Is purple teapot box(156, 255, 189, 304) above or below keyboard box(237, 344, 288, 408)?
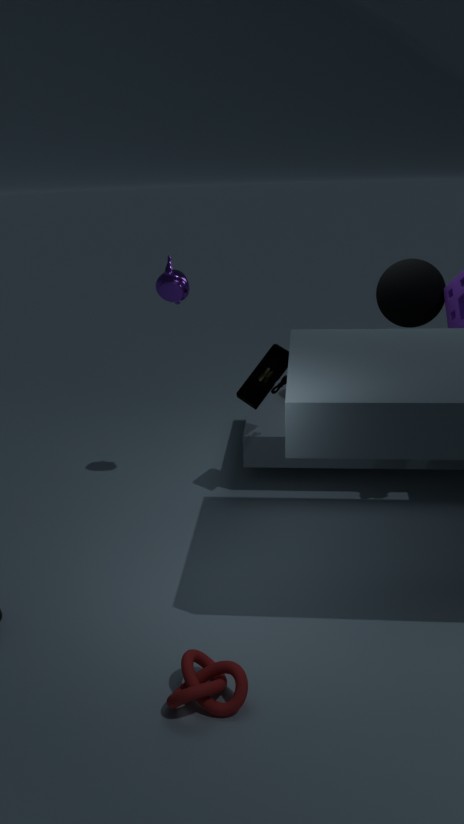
above
